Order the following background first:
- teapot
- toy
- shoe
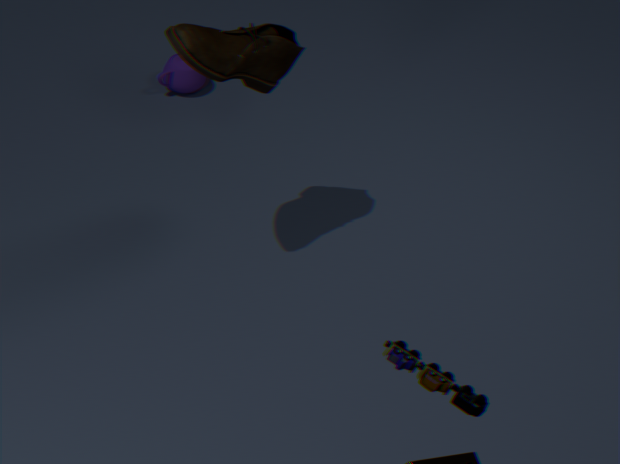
teapot < shoe < toy
